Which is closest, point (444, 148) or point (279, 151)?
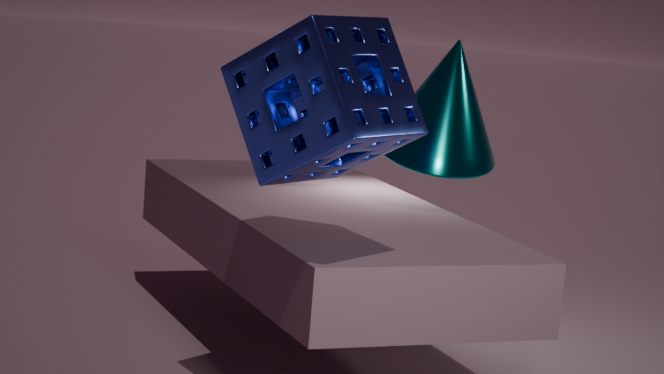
point (279, 151)
